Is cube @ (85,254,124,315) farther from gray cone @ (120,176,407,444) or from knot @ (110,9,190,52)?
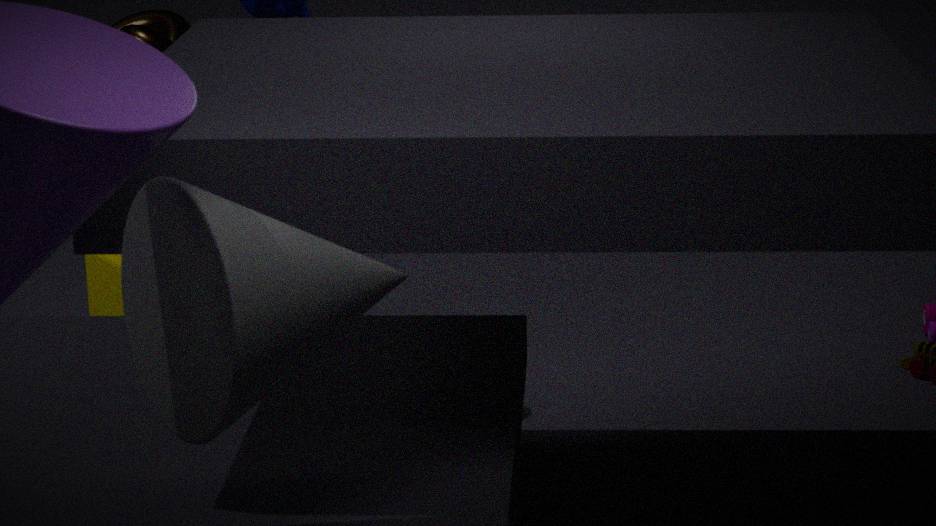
gray cone @ (120,176,407,444)
